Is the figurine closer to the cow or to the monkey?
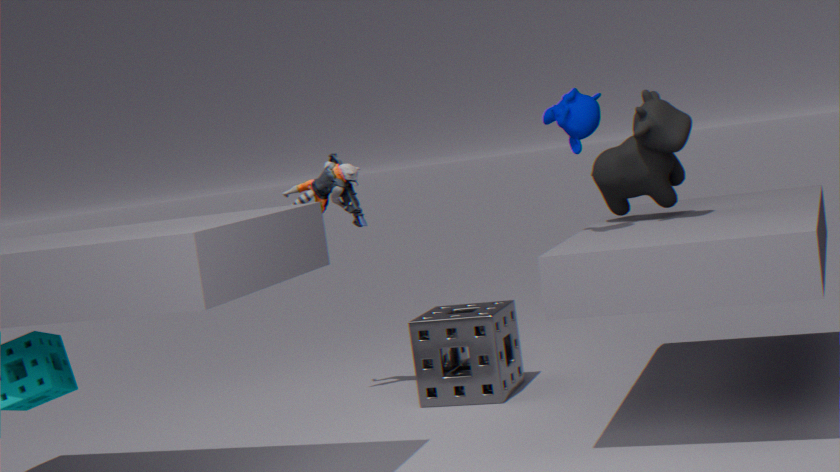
the cow
